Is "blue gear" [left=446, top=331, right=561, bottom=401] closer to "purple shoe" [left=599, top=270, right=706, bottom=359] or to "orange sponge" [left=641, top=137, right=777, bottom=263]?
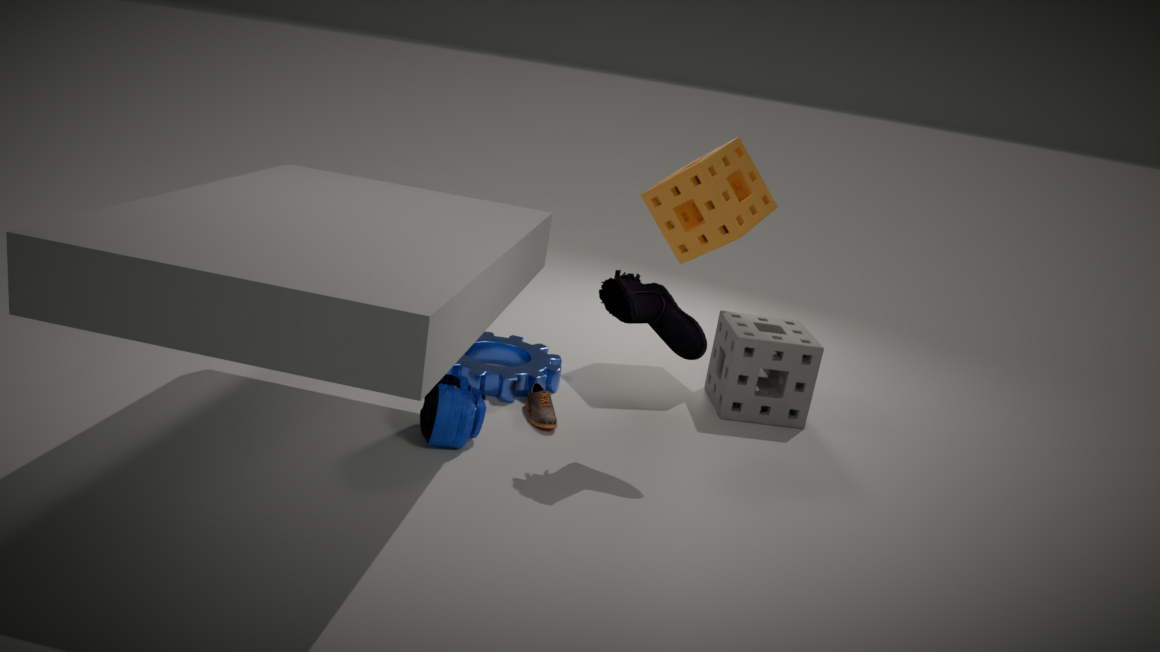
"purple shoe" [left=599, top=270, right=706, bottom=359]
